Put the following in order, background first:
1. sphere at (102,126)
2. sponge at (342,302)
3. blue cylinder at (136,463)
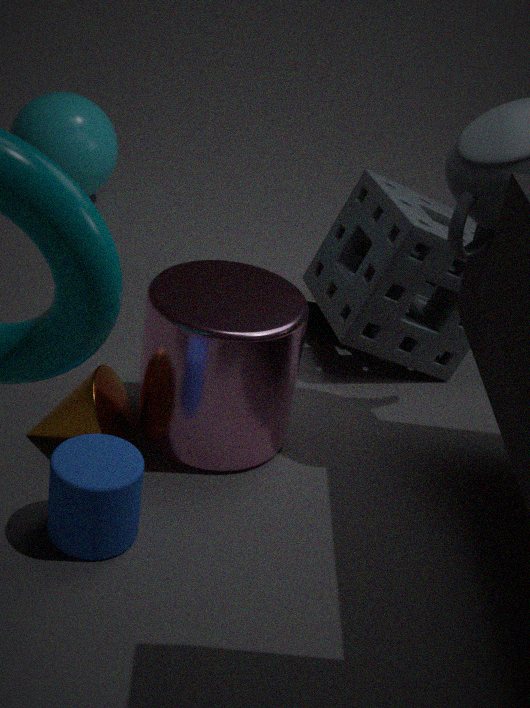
sphere at (102,126) → sponge at (342,302) → blue cylinder at (136,463)
